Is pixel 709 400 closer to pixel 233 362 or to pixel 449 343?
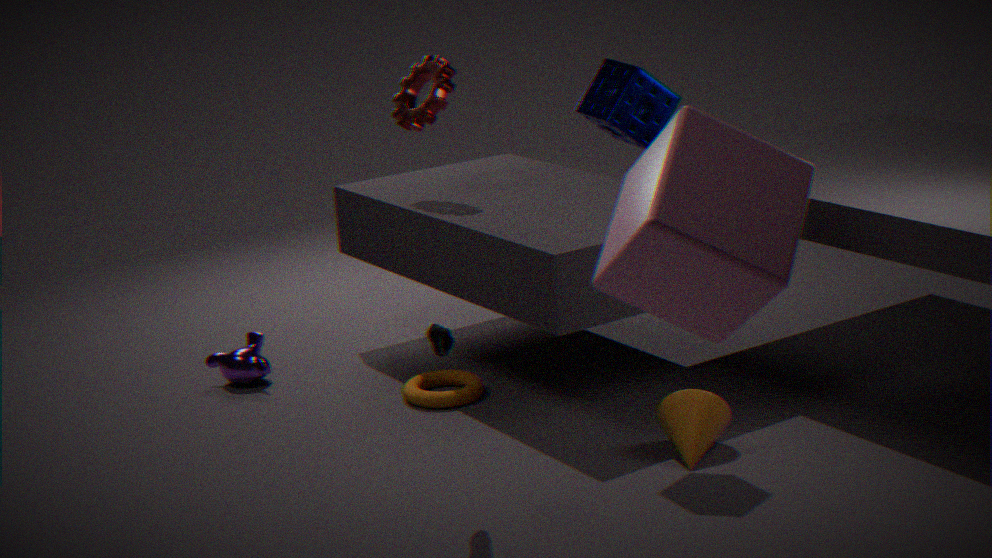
pixel 449 343
